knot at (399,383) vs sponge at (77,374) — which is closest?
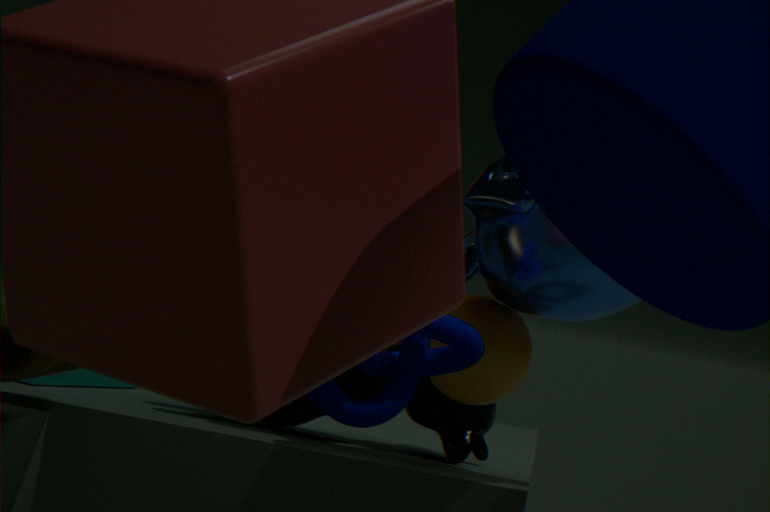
knot at (399,383)
